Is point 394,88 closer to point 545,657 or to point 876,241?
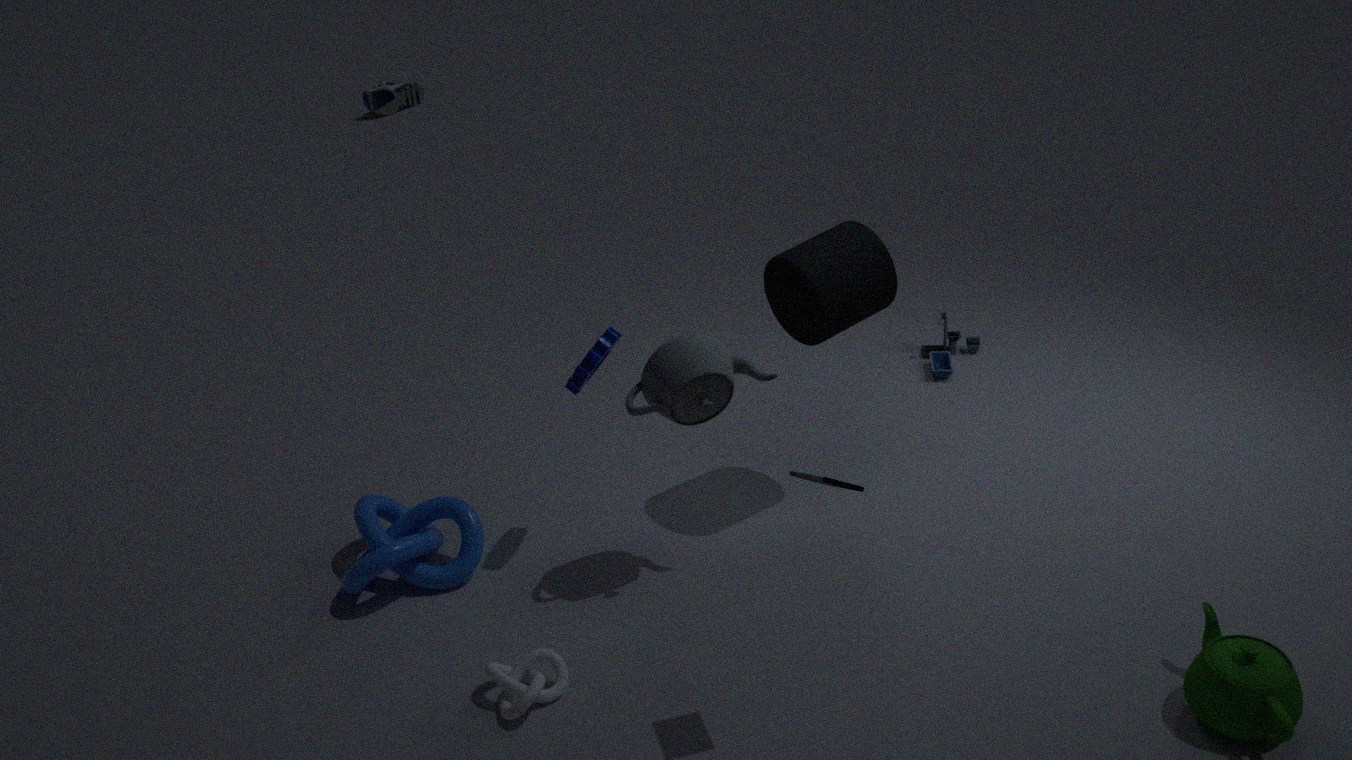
point 876,241
